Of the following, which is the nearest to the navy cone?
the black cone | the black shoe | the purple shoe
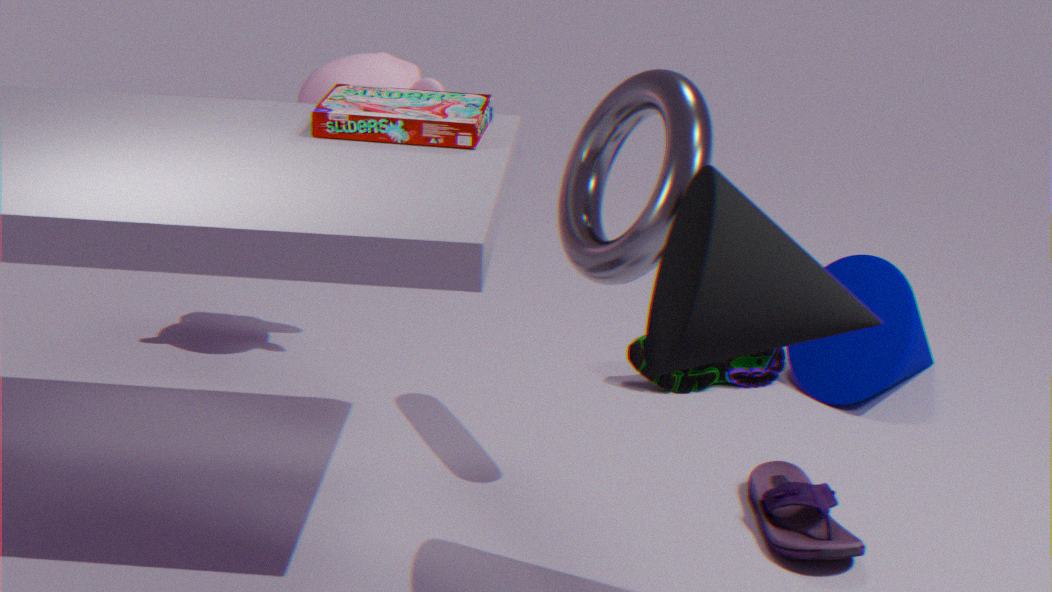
the black shoe
